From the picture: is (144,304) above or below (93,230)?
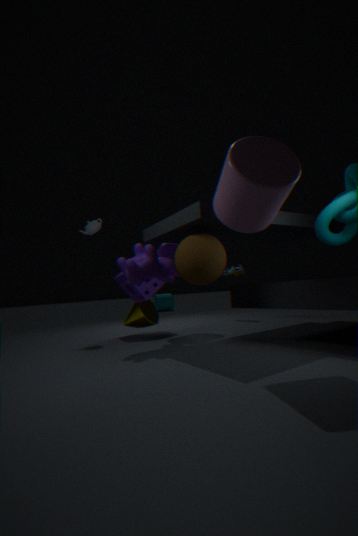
below
